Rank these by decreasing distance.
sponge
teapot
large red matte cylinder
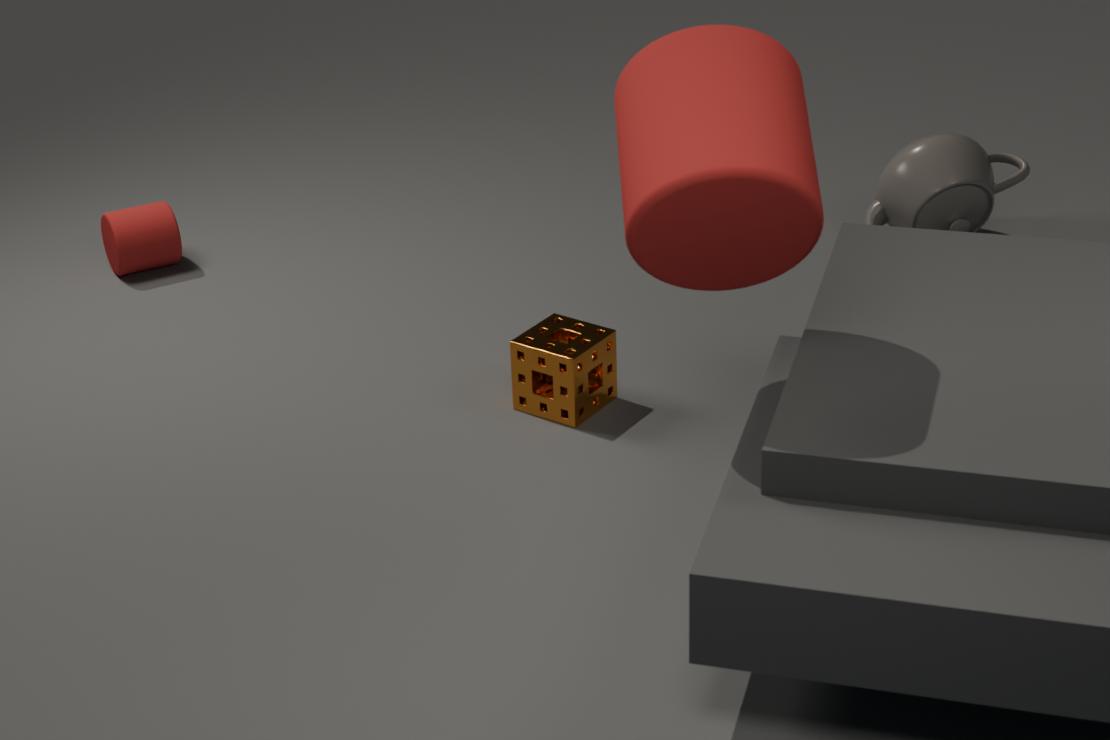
teapot
sponge
large red matte cylinder
